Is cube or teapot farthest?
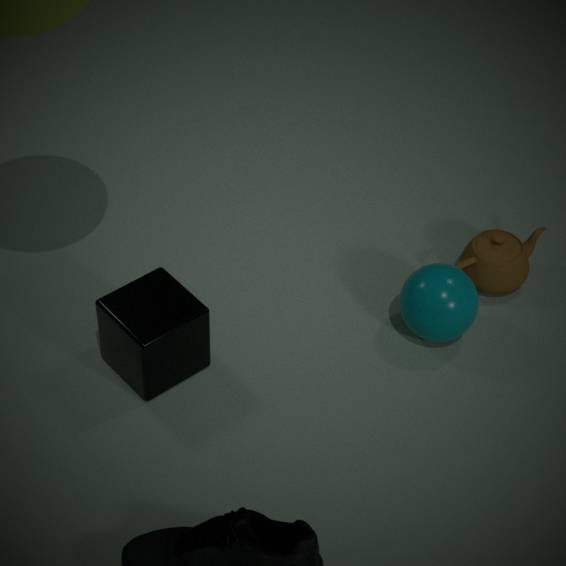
teapot
